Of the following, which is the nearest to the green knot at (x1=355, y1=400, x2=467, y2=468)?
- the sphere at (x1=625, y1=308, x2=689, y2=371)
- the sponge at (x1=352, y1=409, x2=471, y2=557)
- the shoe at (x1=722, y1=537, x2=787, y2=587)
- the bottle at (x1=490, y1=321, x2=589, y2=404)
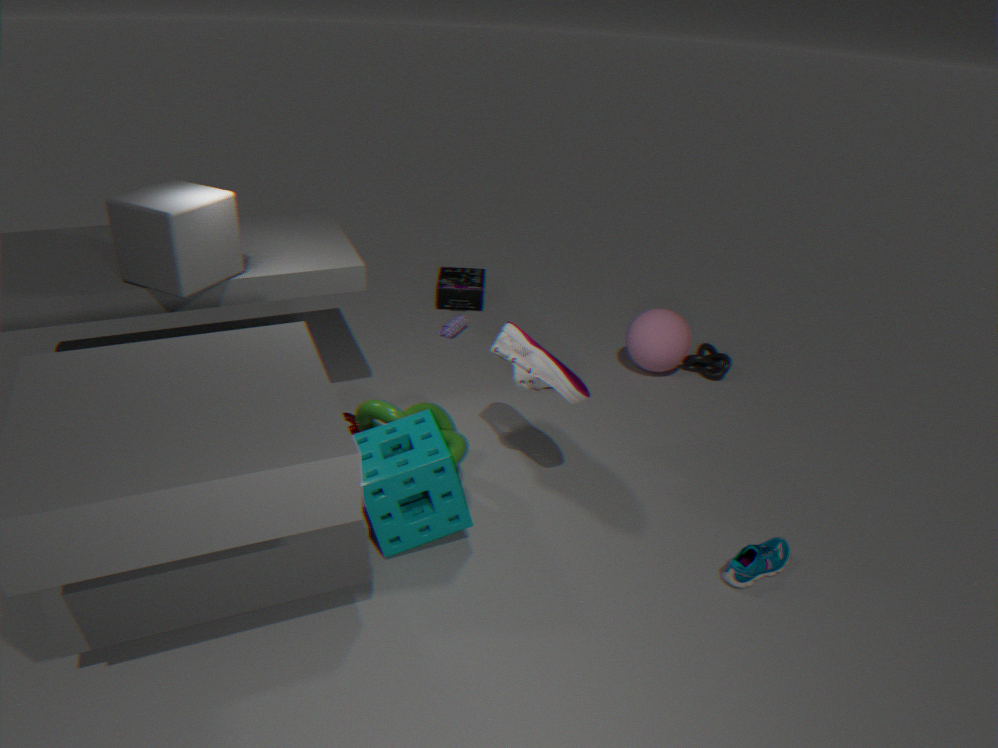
the sponge at (x1=352, y1=409, x2=471, y2=557)
